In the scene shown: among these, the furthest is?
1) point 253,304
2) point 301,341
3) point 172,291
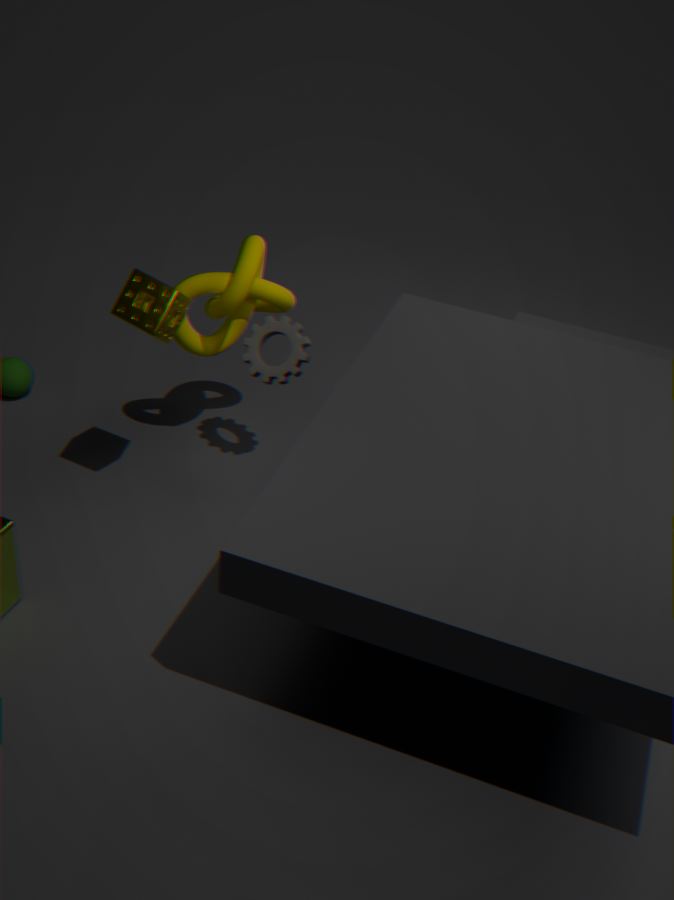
1. point 253,304
